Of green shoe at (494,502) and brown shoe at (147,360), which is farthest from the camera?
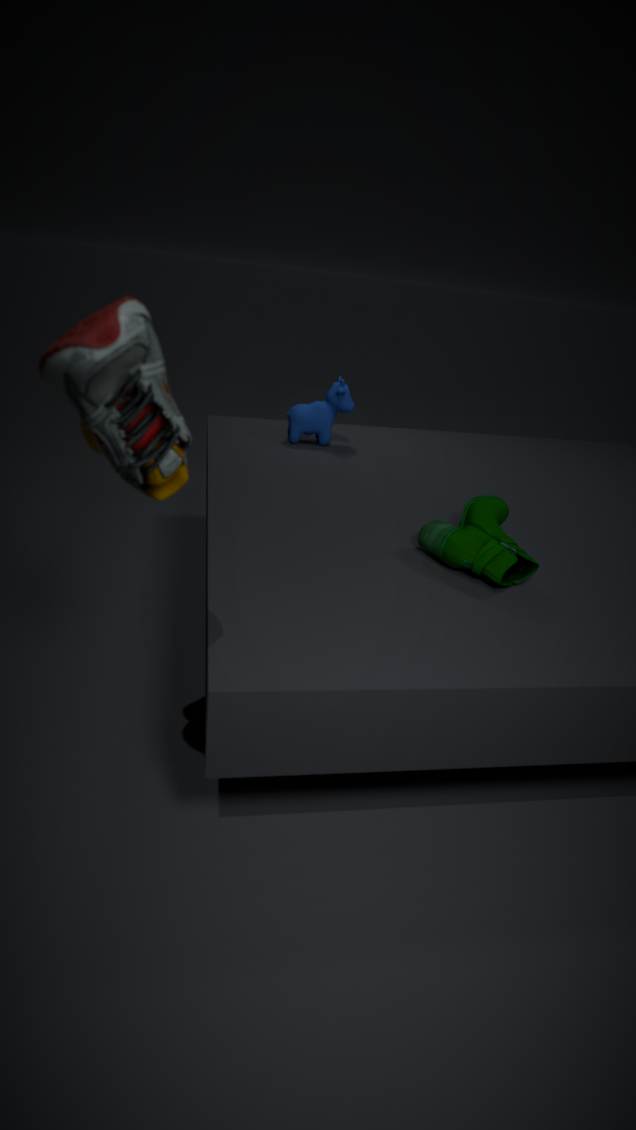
green shoe at (494,502)
